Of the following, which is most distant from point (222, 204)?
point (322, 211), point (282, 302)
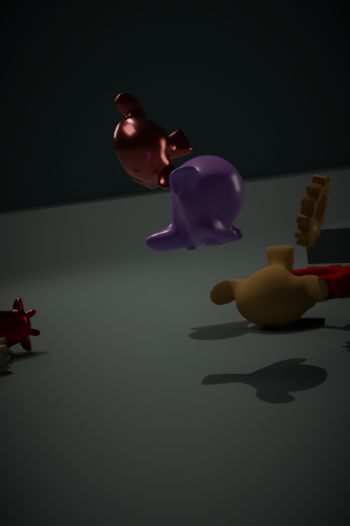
point (282, 302)
